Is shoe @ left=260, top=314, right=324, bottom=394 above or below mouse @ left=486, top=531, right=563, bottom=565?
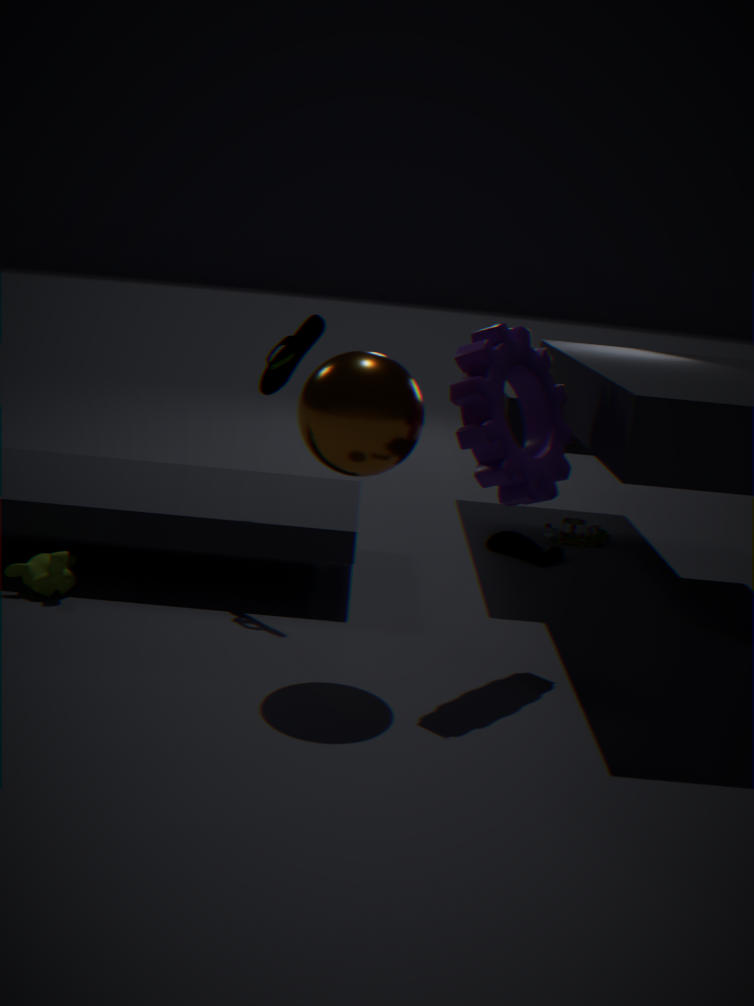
above
